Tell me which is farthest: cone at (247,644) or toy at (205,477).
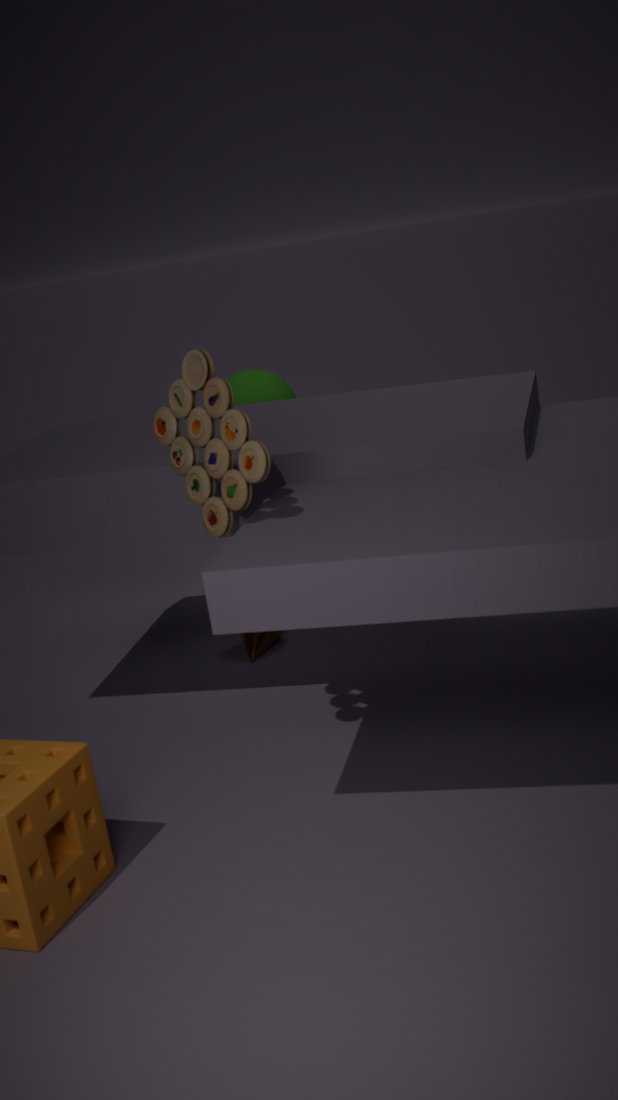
cone at (247,644)
